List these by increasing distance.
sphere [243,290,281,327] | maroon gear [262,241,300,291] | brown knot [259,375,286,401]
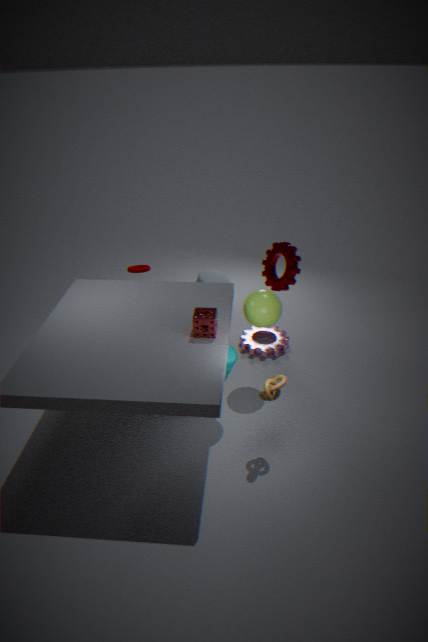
brown knot [259,375,286,401]
sphere [243,290,281,327]
maroon gear [262,241,300,291]
